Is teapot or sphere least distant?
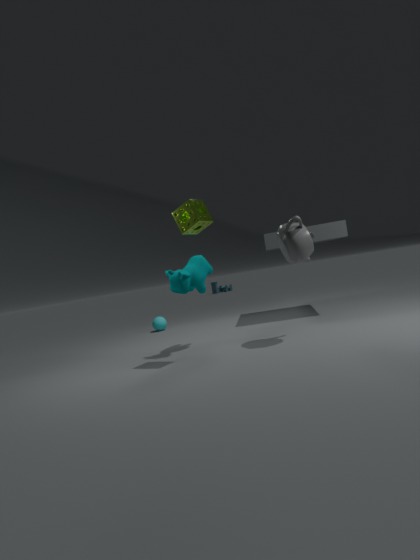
teapot
